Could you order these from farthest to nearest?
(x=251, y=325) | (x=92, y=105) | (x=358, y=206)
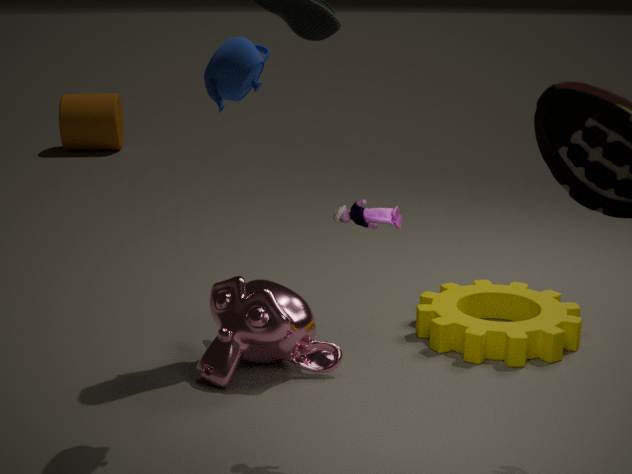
(x=92, y=105) → (x=251, y=325) → (x=358, y=206)
